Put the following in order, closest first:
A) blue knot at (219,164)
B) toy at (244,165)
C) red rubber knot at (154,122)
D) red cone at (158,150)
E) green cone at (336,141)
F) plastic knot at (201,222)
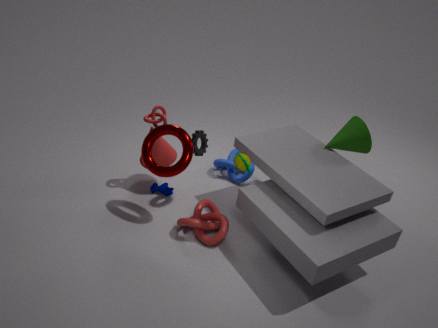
toy at (244,165) → plastic knot at (201,222) → green cone at (336,141) → red rubber knot at (154,122) → red cone at (158,150) → blue knot at (219,164)
